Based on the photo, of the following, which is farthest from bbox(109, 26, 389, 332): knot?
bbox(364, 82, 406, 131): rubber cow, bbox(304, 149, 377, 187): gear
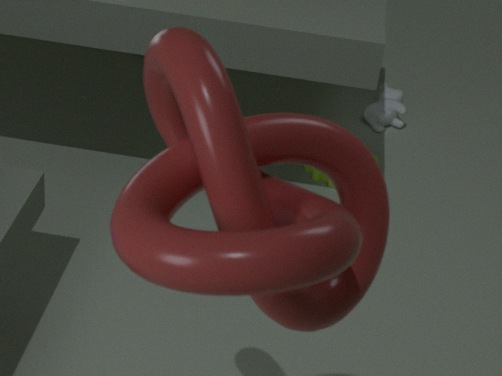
bbox(364, 82, 406, 131): rubber cow
